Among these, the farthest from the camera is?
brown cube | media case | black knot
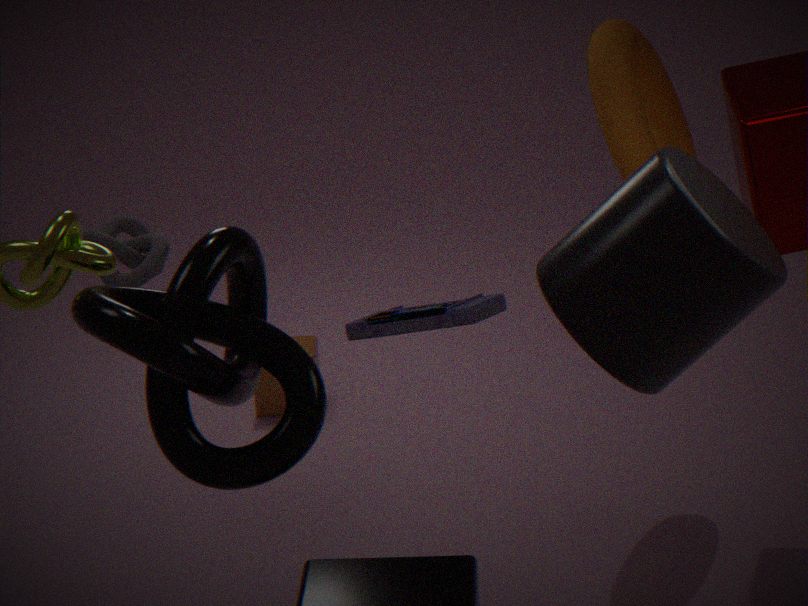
brown cube
